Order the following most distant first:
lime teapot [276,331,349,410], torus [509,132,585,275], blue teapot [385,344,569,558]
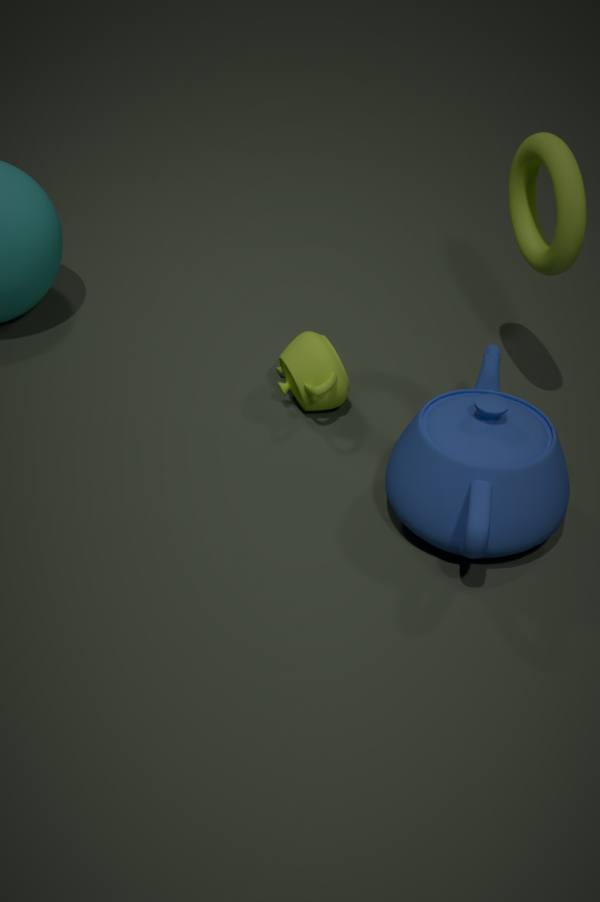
lime teapot [276,331,349,410]
torus [509,132,585,275]
blue teapot [385,344,569,558]
